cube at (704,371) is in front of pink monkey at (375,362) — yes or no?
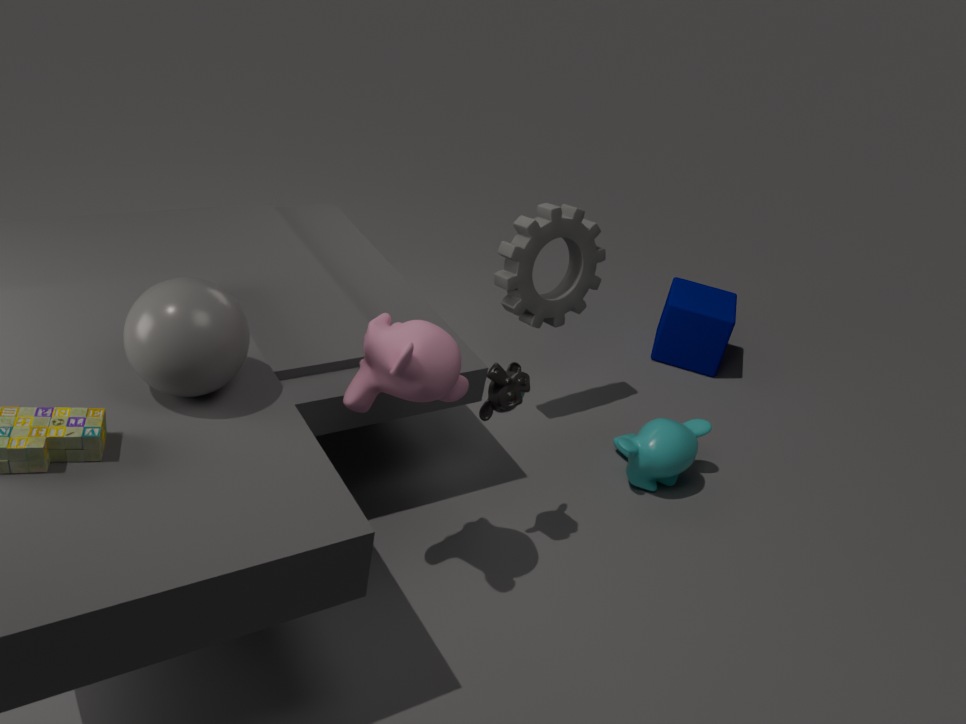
No
